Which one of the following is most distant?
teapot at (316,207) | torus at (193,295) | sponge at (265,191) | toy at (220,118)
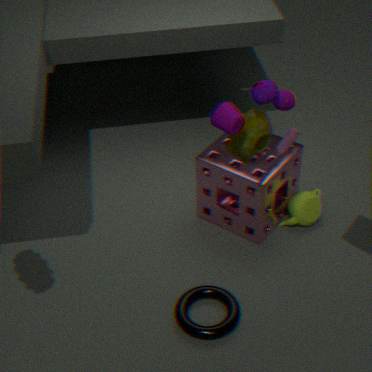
teapot at (316,207)
